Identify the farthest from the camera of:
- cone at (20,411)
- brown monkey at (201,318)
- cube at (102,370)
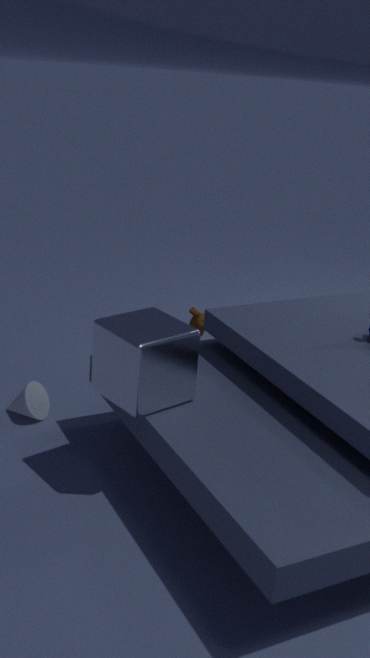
brown monkey at (201,318)
